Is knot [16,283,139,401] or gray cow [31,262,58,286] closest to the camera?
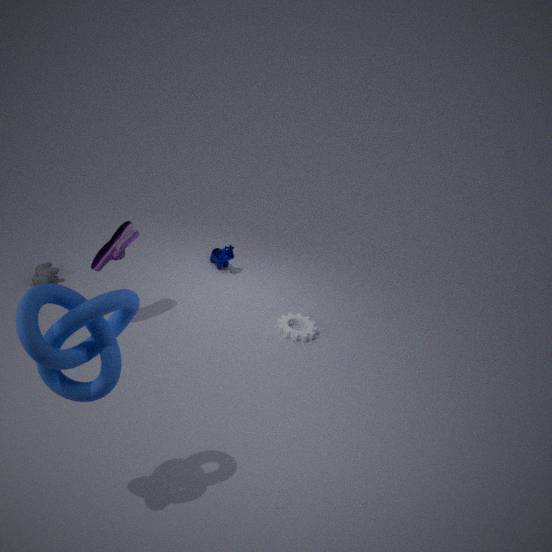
knot [16,283,139,401]
